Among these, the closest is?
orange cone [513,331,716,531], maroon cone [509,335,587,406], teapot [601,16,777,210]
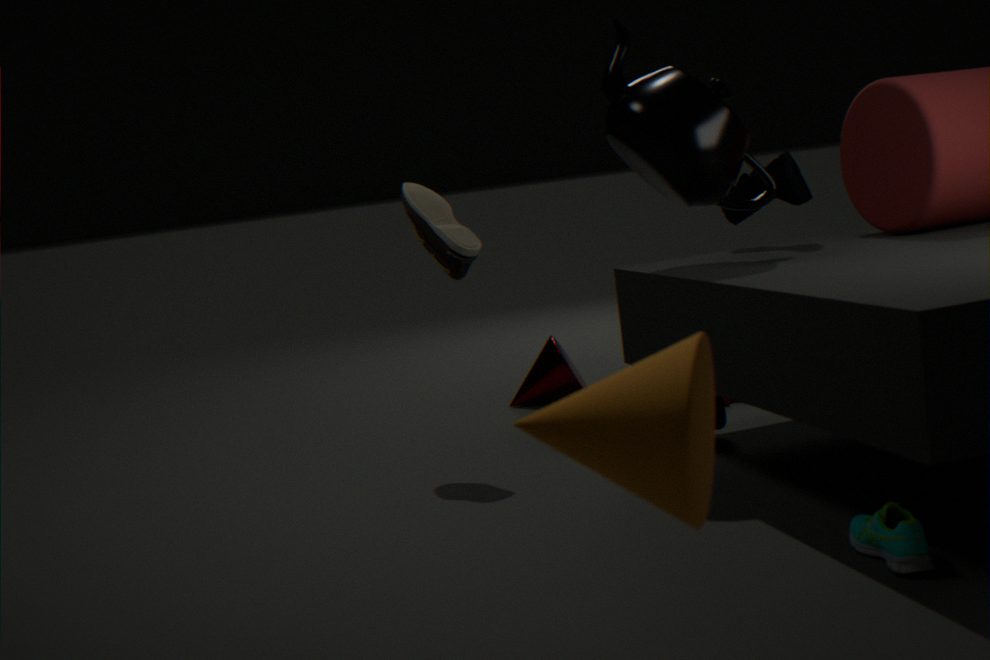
orange cone [513,331,716,531]
